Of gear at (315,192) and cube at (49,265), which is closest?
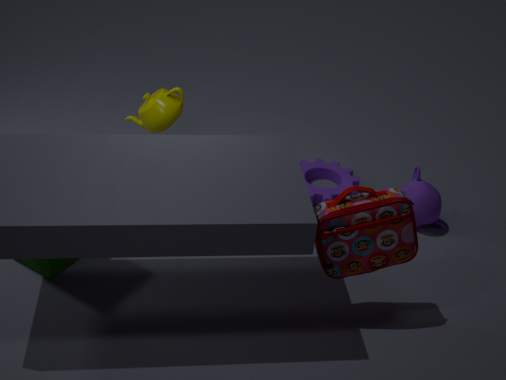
cube at (49,265)
